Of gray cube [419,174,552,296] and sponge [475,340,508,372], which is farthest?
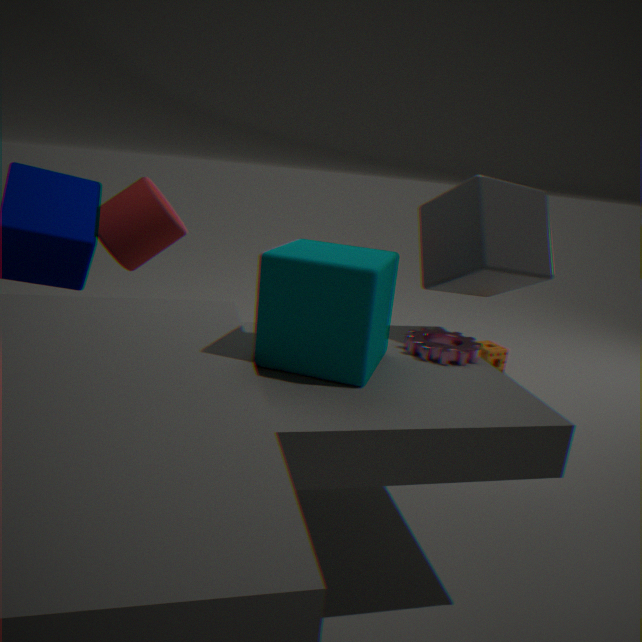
sponge [475,340,508,372]
